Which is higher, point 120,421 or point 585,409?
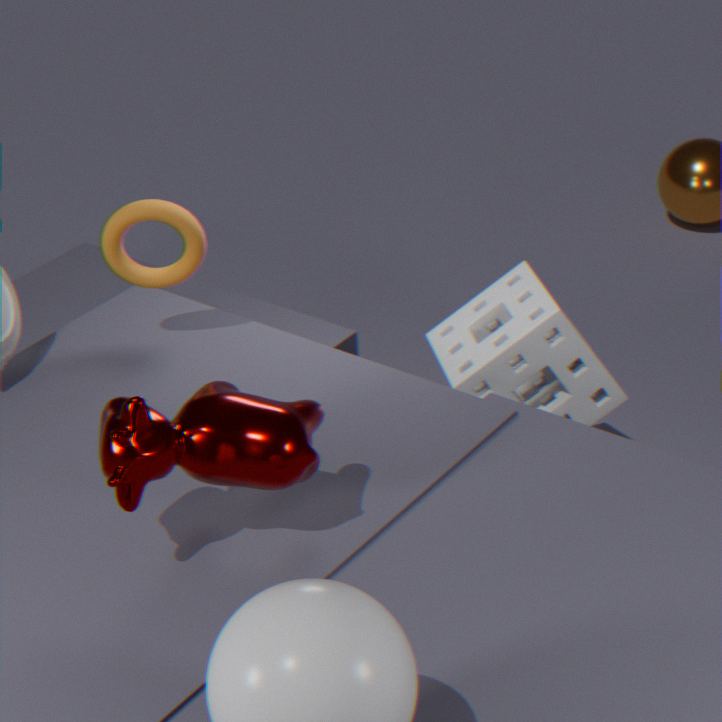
point 120,421
